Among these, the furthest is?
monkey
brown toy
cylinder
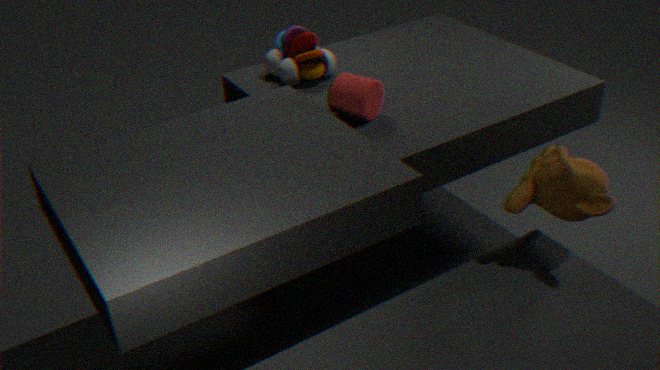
brown toy
